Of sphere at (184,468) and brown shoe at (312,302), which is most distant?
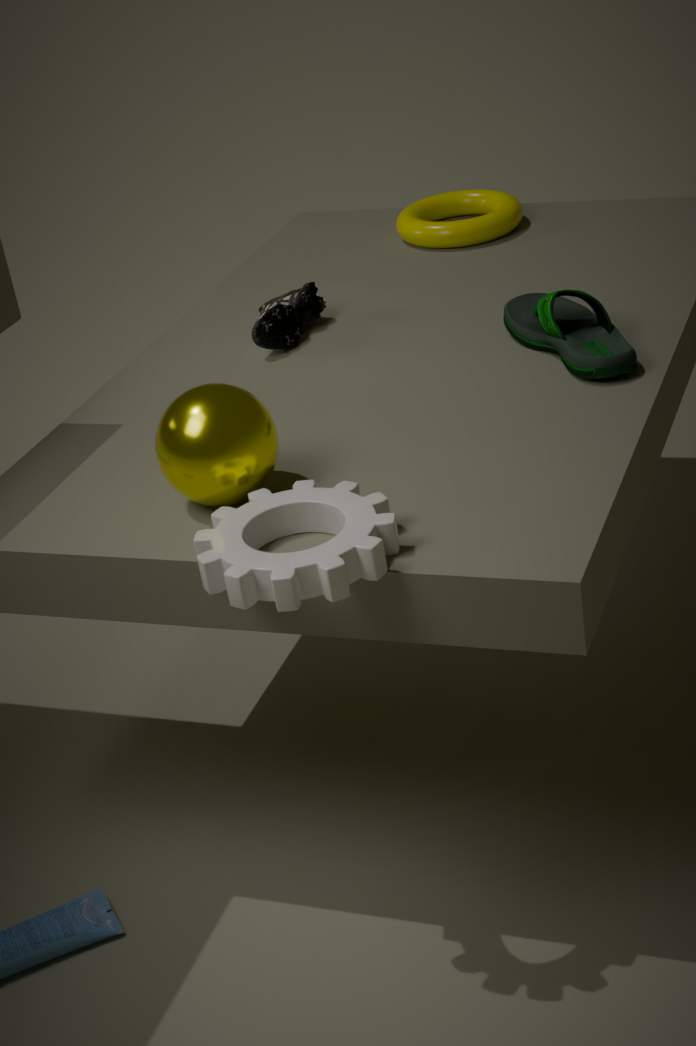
brown shoe at (312,302)
